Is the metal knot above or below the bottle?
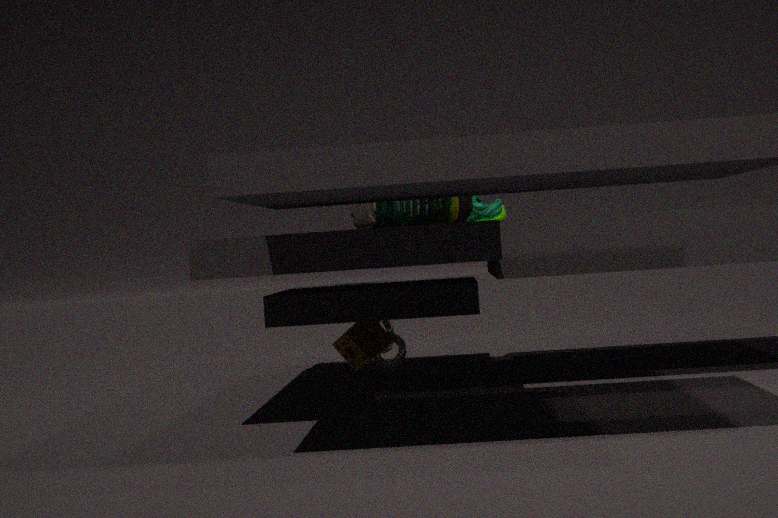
below
